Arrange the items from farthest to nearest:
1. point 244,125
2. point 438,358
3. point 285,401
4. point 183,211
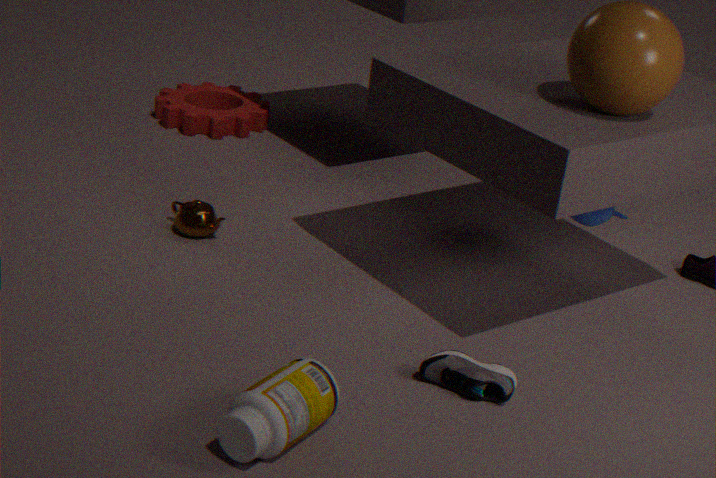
point 244,125
point 183,211
point 438,358
point 285,401
